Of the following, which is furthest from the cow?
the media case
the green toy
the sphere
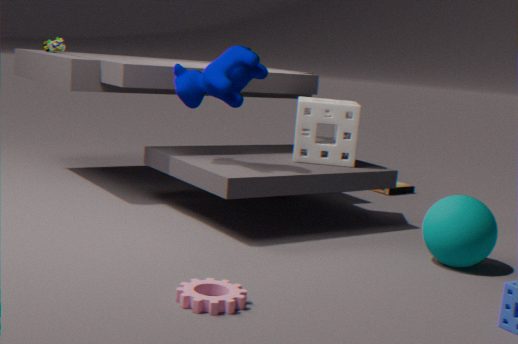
the media case
